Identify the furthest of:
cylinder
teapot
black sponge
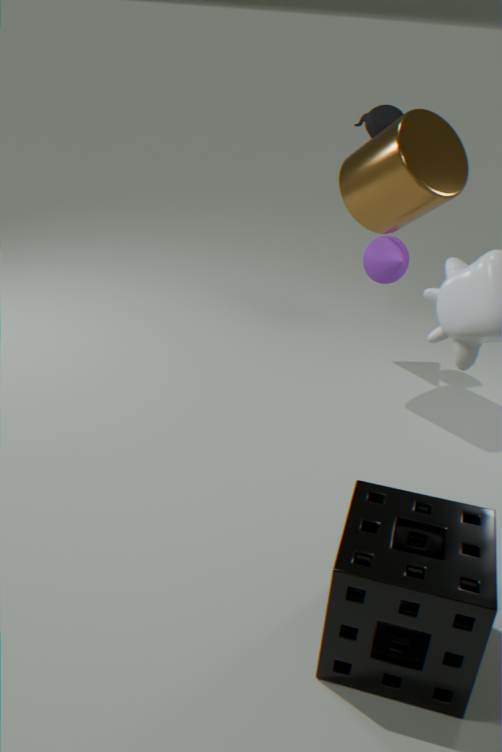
teapot
